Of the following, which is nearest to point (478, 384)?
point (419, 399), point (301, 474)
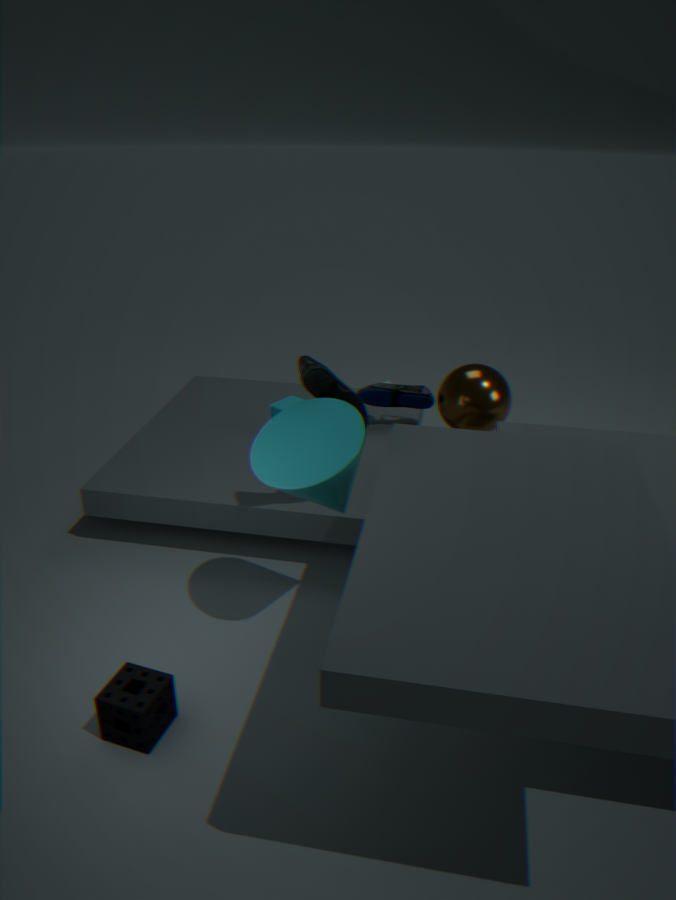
point (419, 399)
